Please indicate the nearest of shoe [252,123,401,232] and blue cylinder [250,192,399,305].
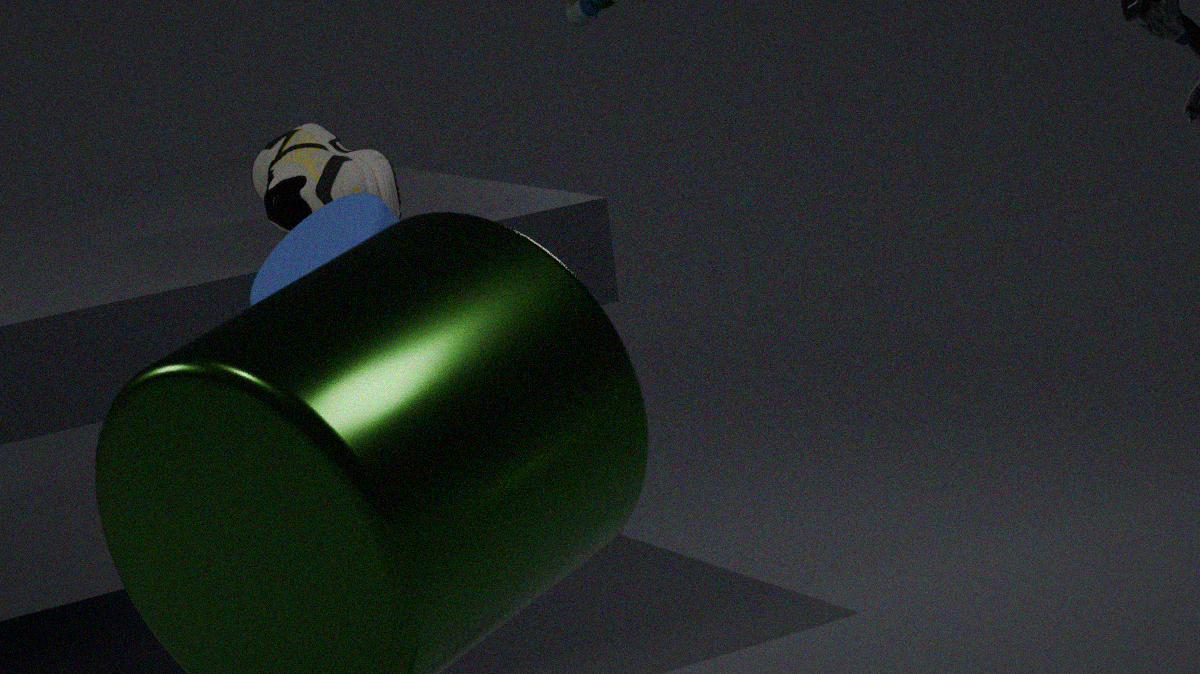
blue cylinder [250,192,399,305]
